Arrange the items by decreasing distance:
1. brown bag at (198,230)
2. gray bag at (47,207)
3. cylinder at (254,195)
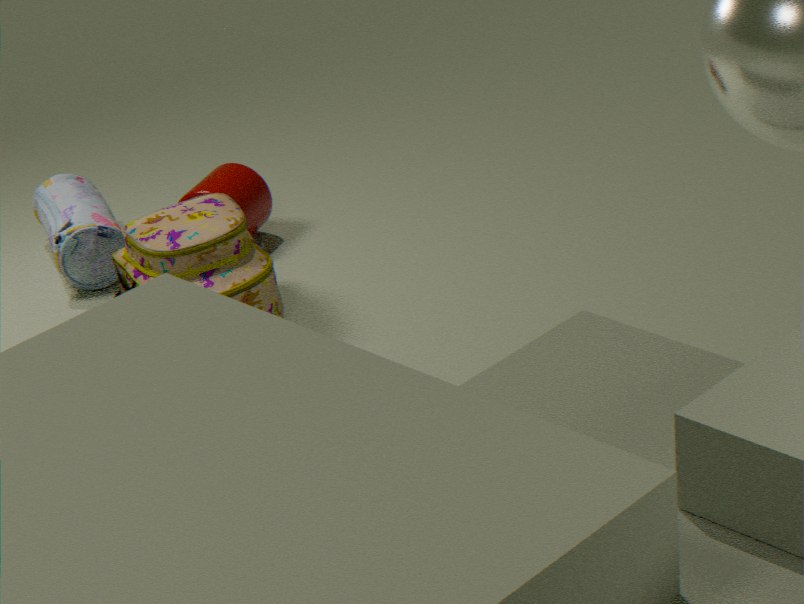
cylinder at (254,195) < gray bag at (47,207) < brown bag at (198,230)
